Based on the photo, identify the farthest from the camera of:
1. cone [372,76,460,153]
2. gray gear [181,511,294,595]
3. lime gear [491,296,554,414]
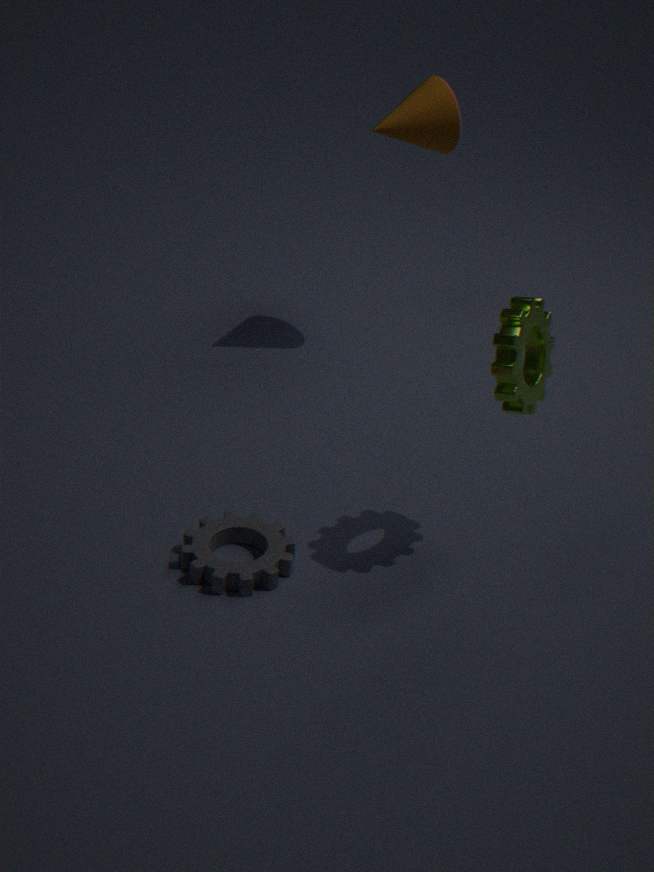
cone [372,76,460,153]
